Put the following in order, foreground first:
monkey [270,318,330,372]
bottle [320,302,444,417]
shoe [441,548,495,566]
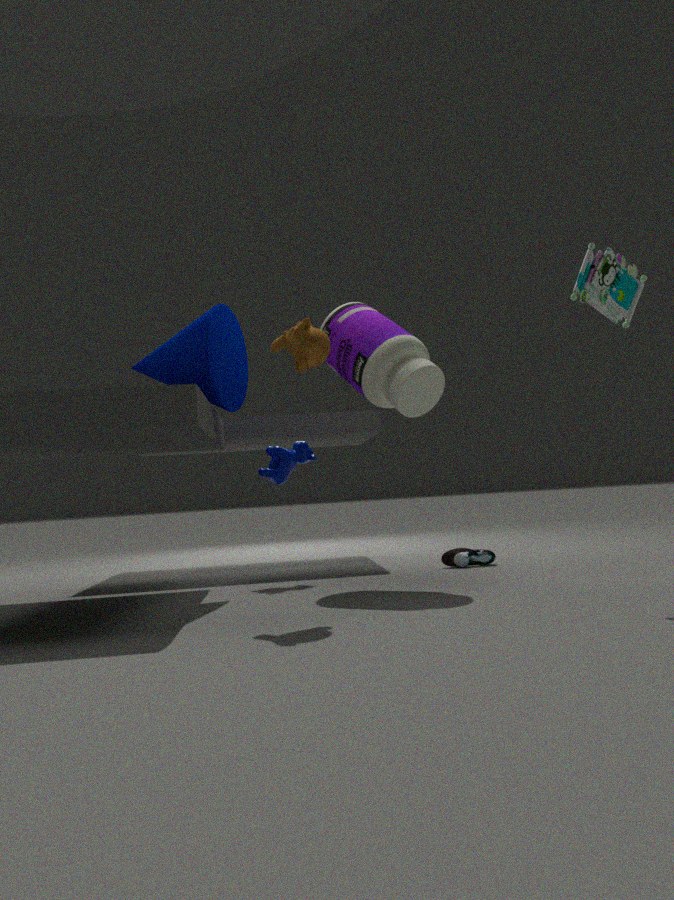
monkey [270,318,330,372], bottle [320,302,444,417], shoe [441,548,495,566]
